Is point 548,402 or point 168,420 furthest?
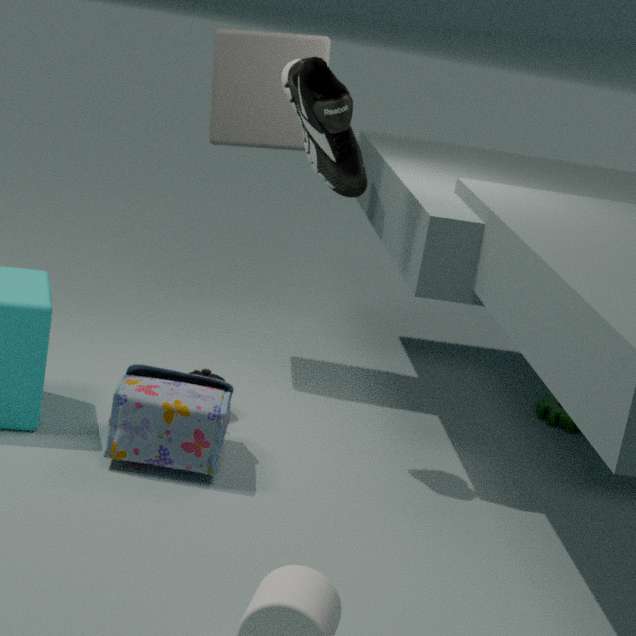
point 548,402
